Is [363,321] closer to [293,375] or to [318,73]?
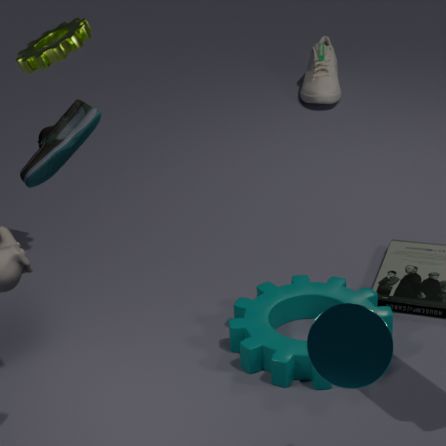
[293,375]
